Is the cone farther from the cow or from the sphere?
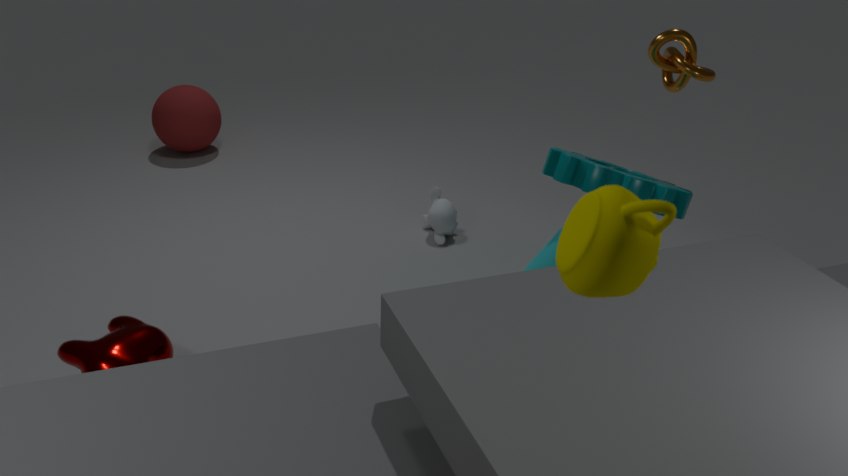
the sphere
